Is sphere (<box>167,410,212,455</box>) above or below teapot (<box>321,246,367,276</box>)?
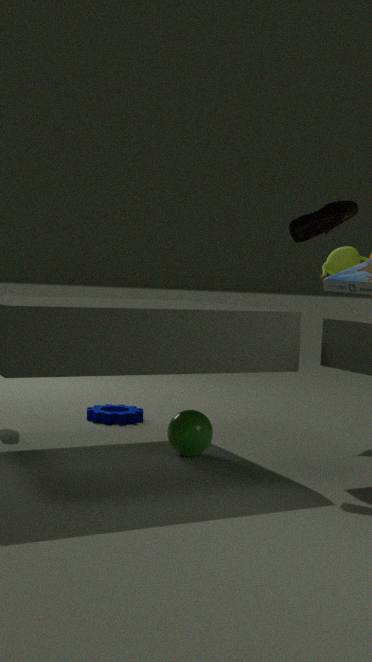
below
